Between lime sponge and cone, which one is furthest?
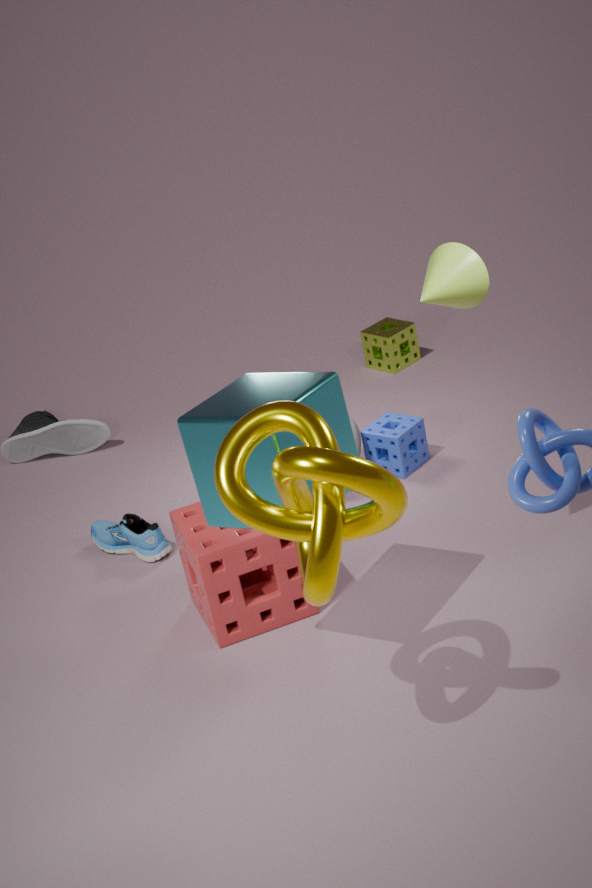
lime sponge
